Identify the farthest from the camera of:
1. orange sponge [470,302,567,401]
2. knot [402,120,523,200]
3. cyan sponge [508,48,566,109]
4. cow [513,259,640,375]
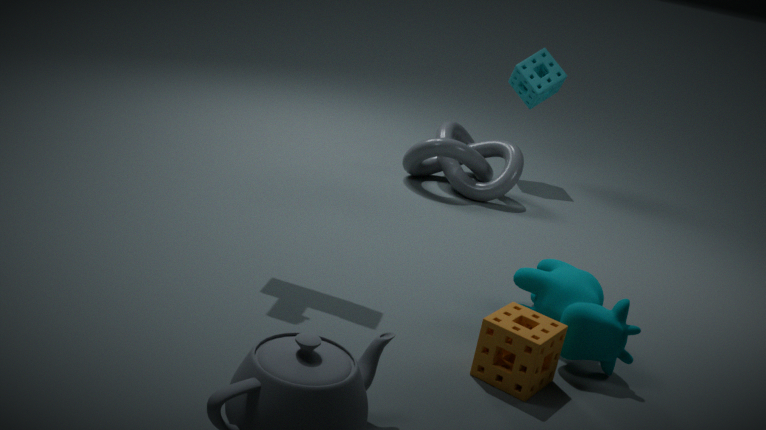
cyan sponge [508,48,566,109]
